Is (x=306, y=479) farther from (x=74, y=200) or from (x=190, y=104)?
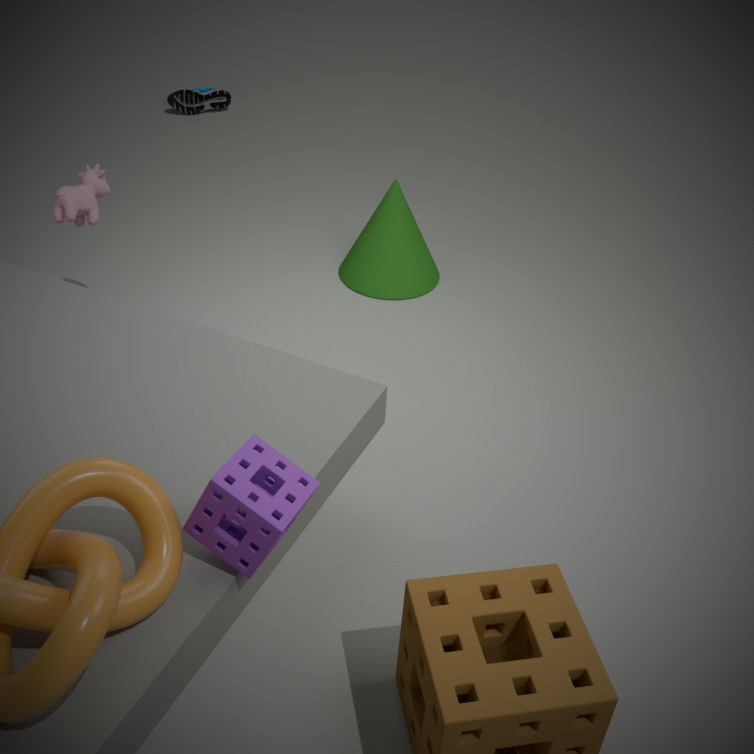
(x=190, y=104)
